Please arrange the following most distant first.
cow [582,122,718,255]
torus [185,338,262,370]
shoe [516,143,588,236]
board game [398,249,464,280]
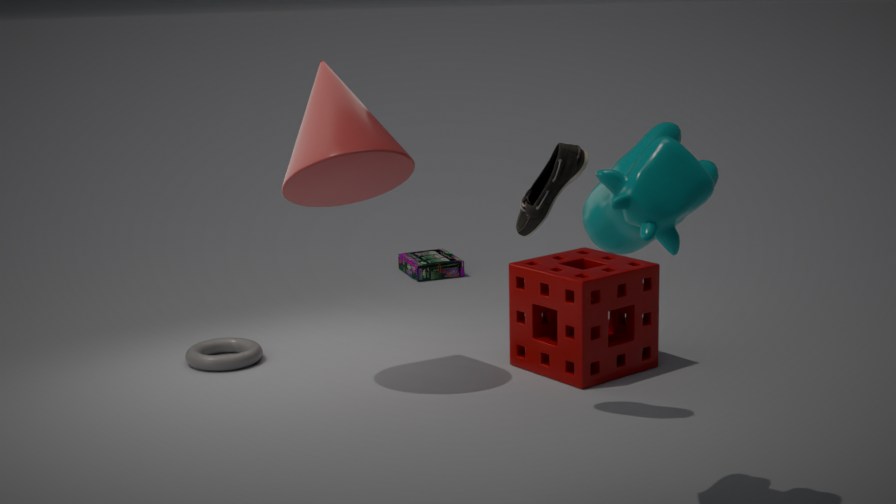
board game [398,249,464,280]
torus [185,338,262,370]
shoe [516,143,588,236]
cow [582,122,718,255]
